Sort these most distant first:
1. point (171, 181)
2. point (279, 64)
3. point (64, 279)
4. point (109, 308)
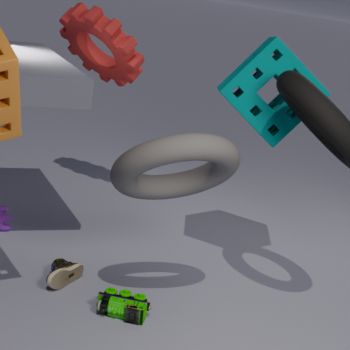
point (279, 64) < point (64, 279) < point (171, 181) < point (109, 308)
